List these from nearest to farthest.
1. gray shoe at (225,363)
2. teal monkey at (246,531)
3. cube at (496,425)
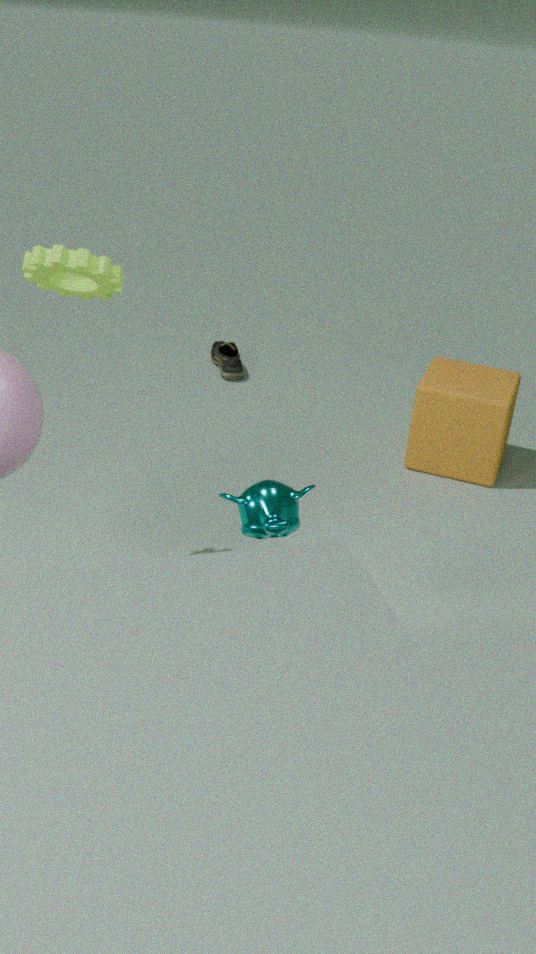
teal monkey at (246,531) → cube at (496,425) → gray shoe at (225,363)
